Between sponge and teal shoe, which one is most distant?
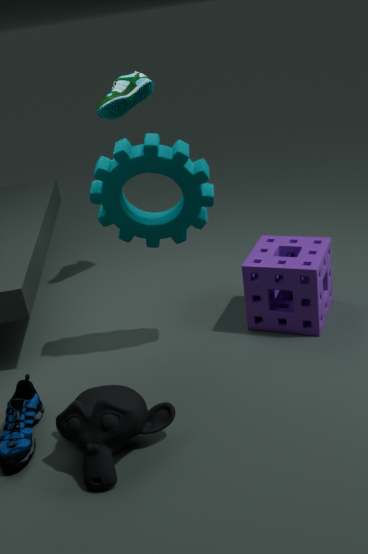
teal shoe
